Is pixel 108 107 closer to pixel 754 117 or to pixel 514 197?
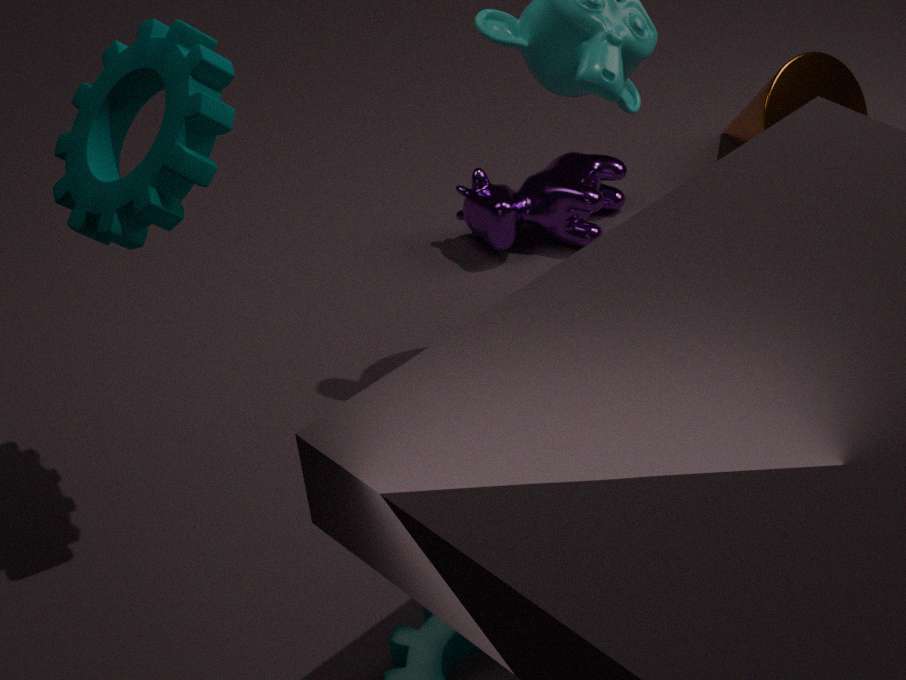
pixel 514 197
